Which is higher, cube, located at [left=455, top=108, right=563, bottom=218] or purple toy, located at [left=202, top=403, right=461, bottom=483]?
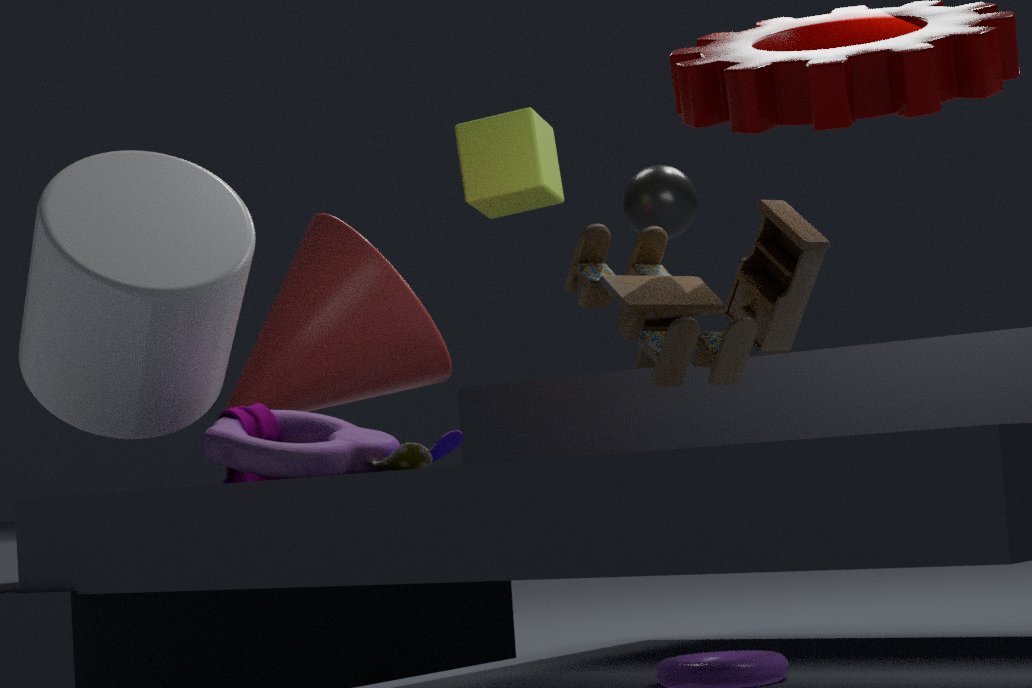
cube, located at [left=455, top=108, right=563, bottom=218]
